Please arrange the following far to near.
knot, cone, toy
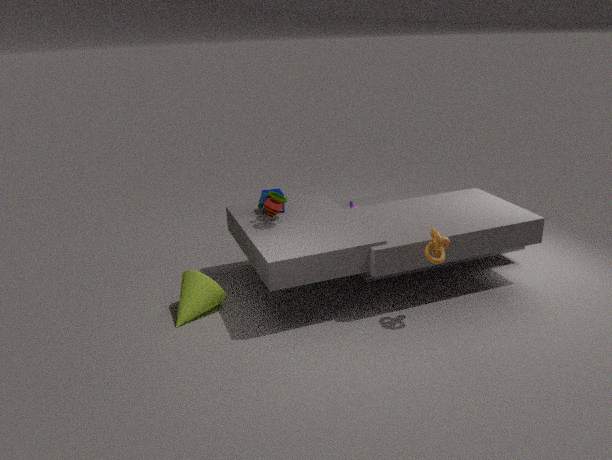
toy
cone
knot
